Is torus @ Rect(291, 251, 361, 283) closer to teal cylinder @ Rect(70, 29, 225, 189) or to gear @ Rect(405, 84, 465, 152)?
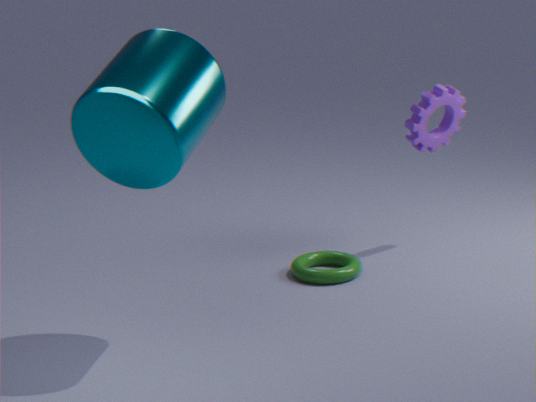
gear @ Rect(405, 84, 465, 152)
